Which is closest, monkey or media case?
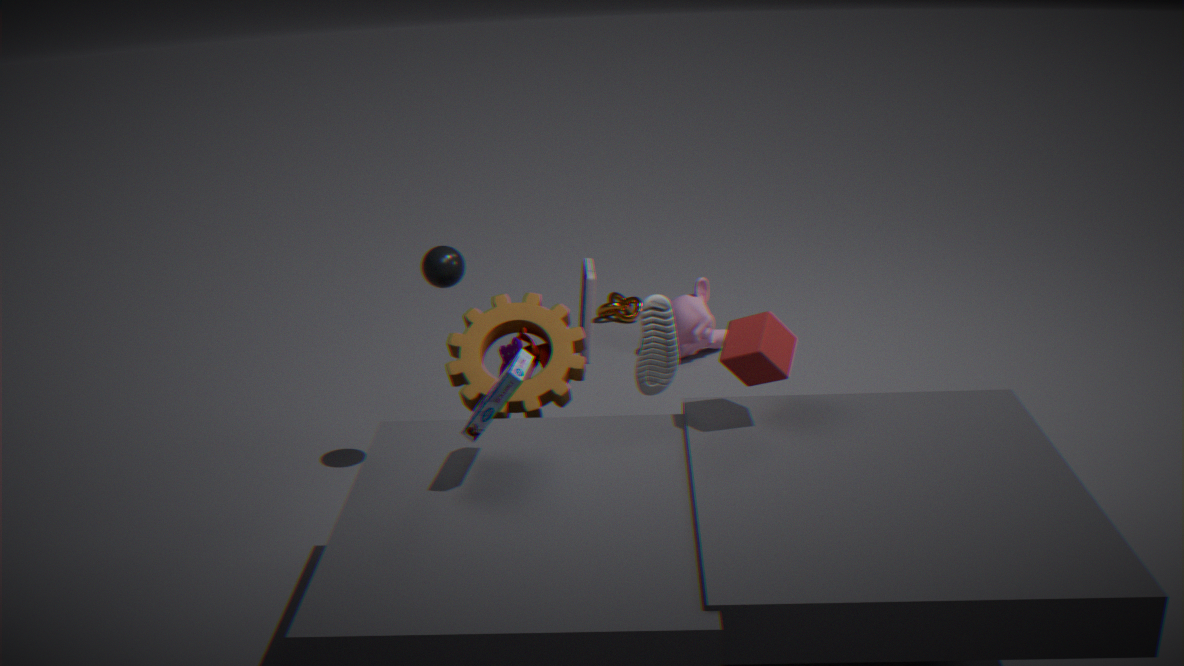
media case
